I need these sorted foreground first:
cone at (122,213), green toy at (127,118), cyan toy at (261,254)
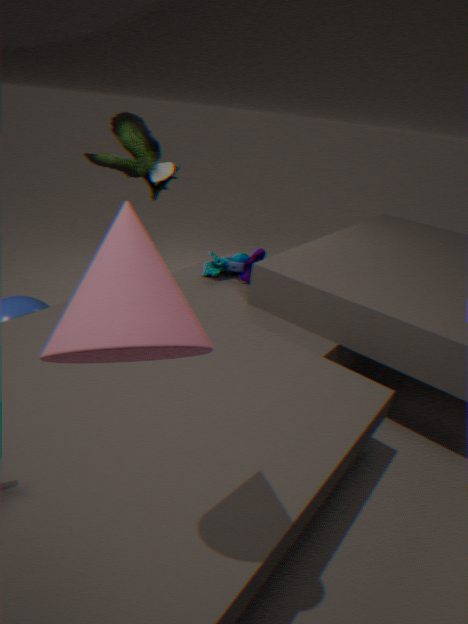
cone at (122,213), cyan toy at (261,254), green toy at (127,118)
